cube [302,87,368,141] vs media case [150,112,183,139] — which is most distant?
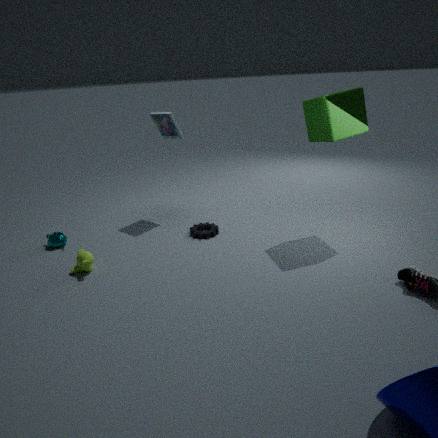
media case [150,112,183,139]
